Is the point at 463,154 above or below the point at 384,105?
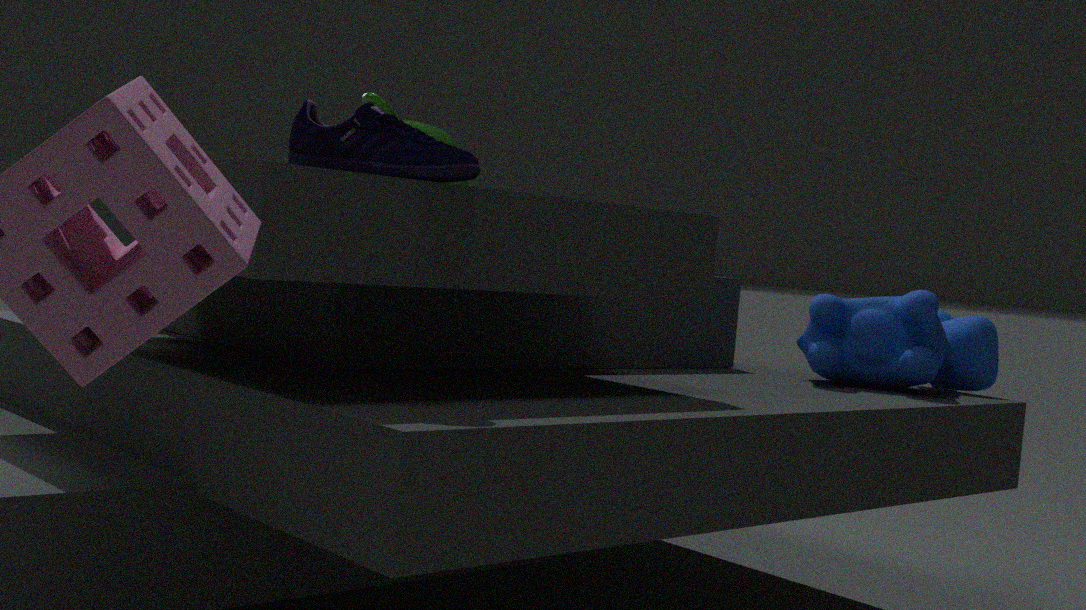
below
